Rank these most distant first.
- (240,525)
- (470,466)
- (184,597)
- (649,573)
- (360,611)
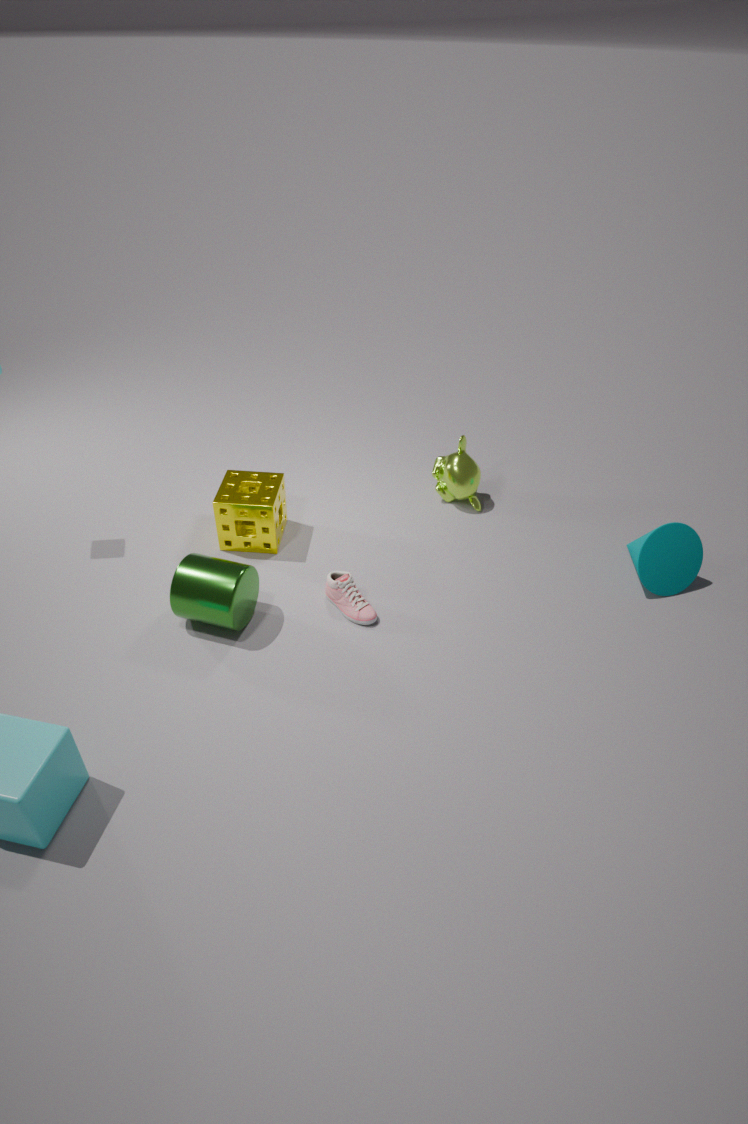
1. (470,466)
2. (240,525)
3. (649,573)
4. (360,611)
5. (184,597)
